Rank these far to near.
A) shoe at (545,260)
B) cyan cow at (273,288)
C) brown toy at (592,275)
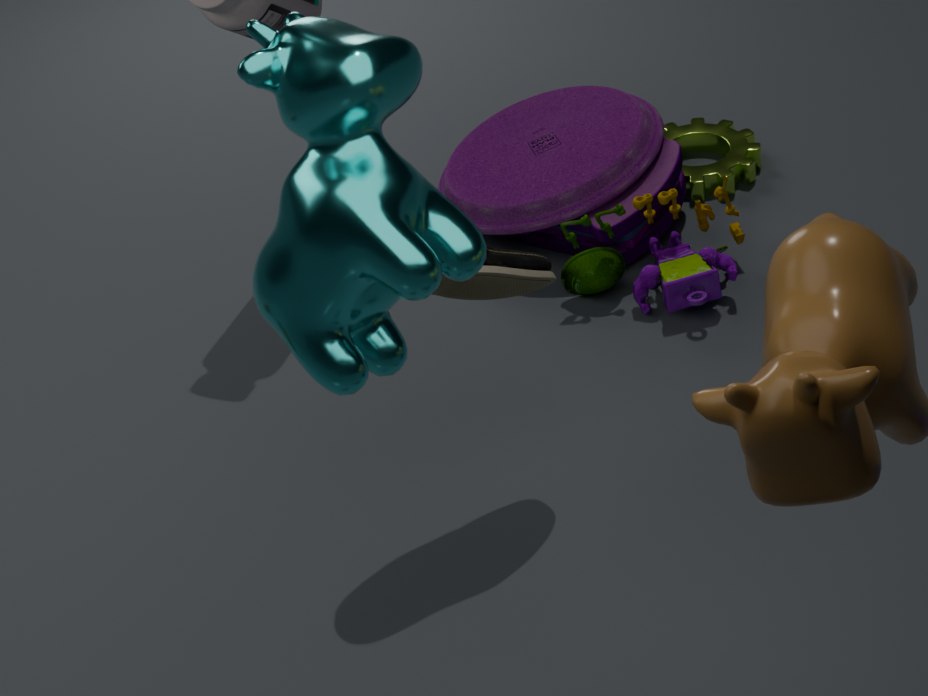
brown toy at (592,275) → shoe at (545,260) → cyan cow at (273,288)
